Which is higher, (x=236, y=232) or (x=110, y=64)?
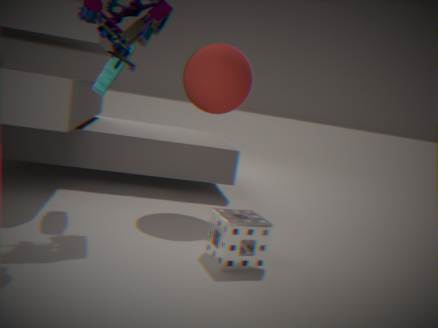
(x=110, y=64)
